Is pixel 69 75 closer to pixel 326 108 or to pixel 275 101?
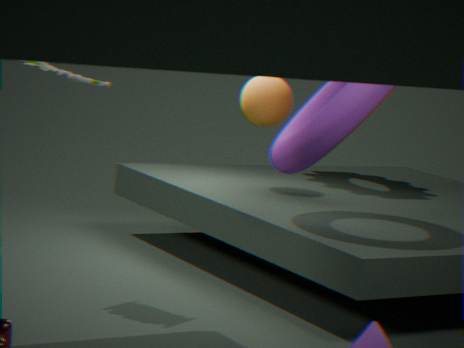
pixel 326 108
